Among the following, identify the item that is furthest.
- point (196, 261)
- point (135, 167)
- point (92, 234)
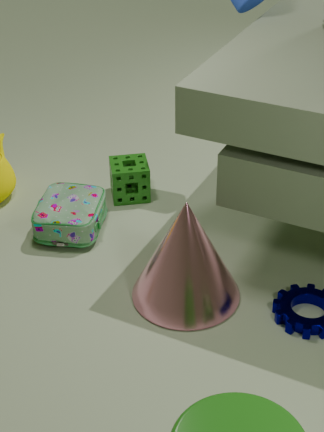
point (135, 167)
